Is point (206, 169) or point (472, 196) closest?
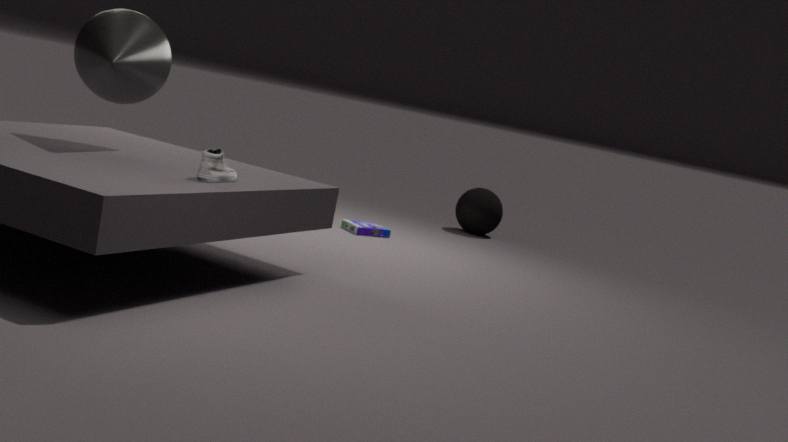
point (206, 169)
